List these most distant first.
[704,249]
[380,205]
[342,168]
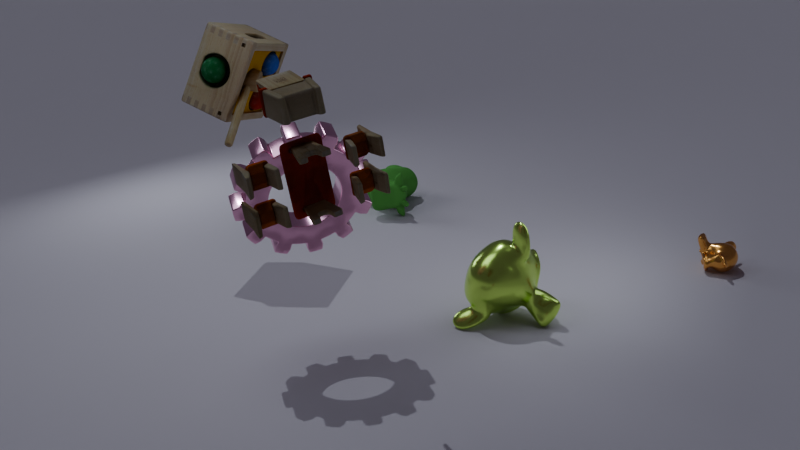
1. [380,205]
2. [704,249]
3. [342,168]
